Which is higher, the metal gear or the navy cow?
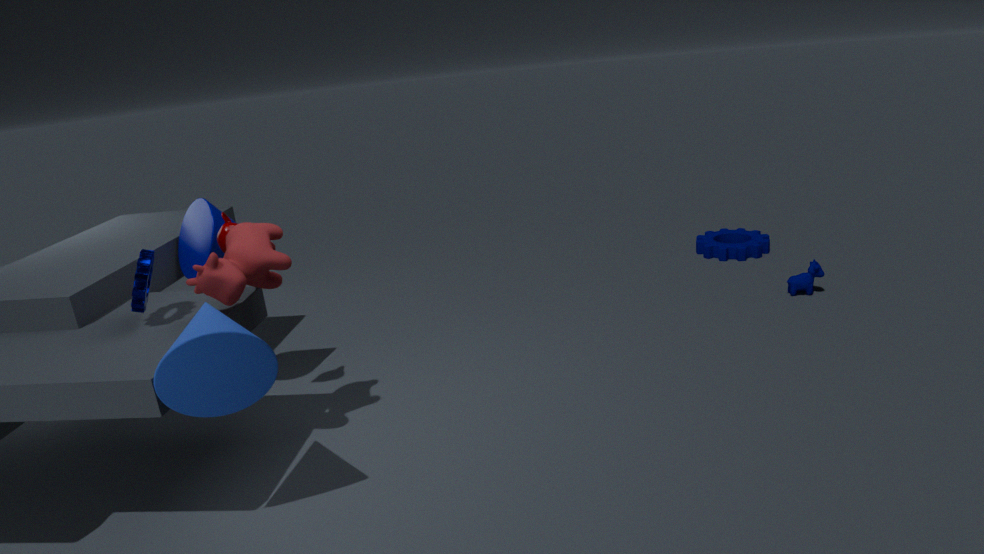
the metal gear
